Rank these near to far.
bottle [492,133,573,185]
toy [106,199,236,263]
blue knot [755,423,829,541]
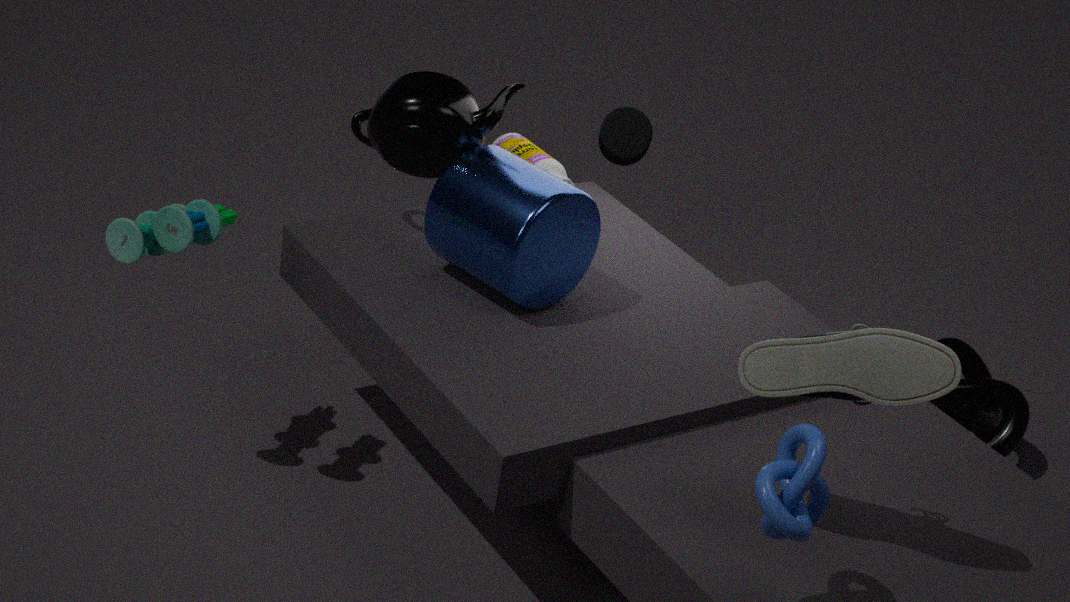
blue knot [755,423,829,541] < toy [106,199,236,263] < bottle [492,133,573,185]
